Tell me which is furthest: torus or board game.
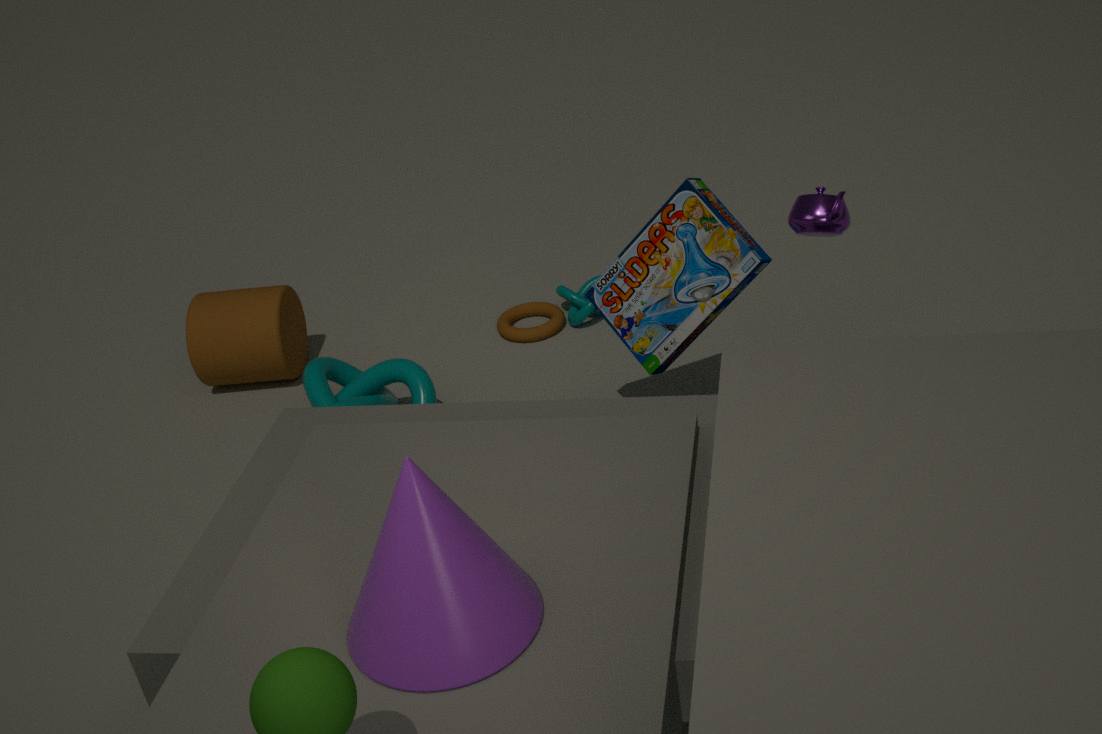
torus
